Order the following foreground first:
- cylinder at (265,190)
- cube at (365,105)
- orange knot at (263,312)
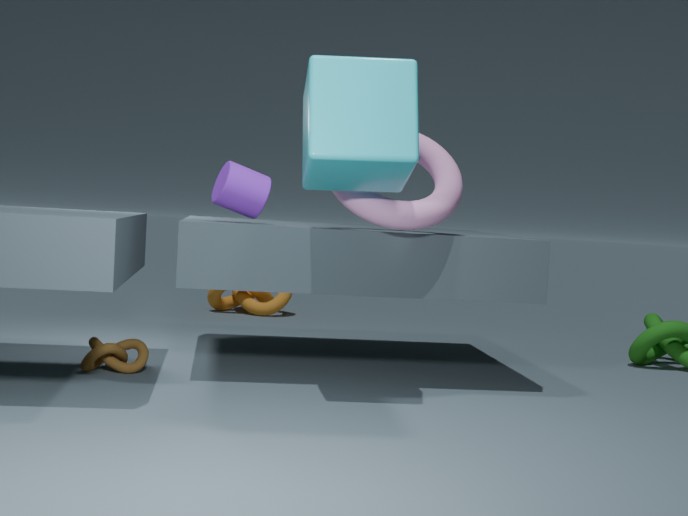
1. cube at (365,105)
2. cylinder at (265,190)
3. orange knot at (263,312)
